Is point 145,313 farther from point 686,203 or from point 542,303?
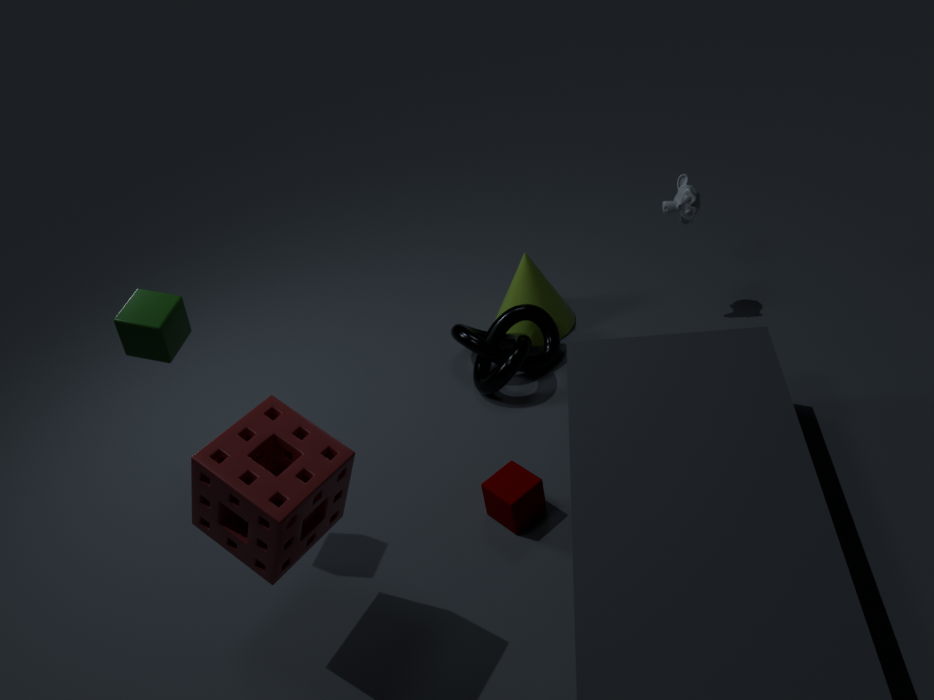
point 686,203
